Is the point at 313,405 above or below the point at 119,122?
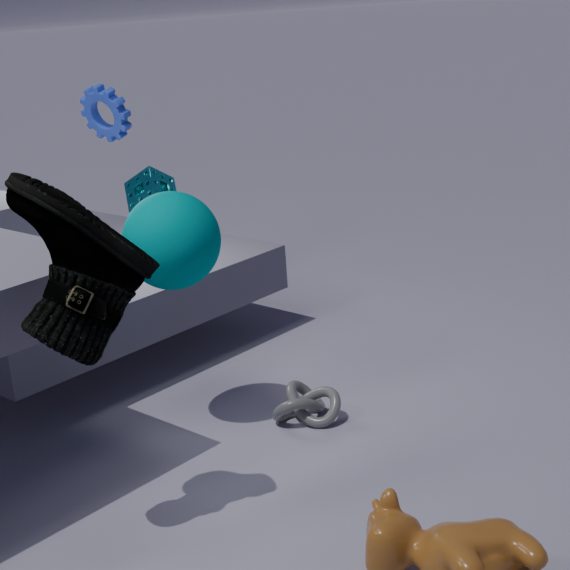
below
